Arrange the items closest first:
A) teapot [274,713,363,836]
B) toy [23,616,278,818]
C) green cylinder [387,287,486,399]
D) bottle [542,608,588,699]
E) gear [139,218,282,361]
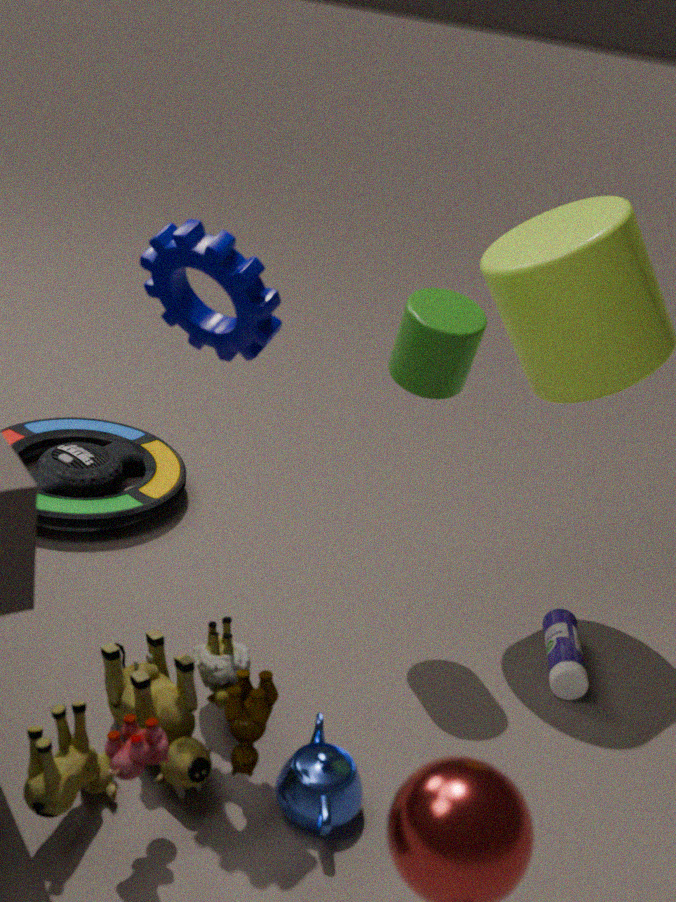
B. toy [23,616,278,818] → E. gear [139,218,282,361] → A. teapot [274,713,363,836] → C. green cylinder [387,287,486,399] → D. bottle [542,608,588,699]
